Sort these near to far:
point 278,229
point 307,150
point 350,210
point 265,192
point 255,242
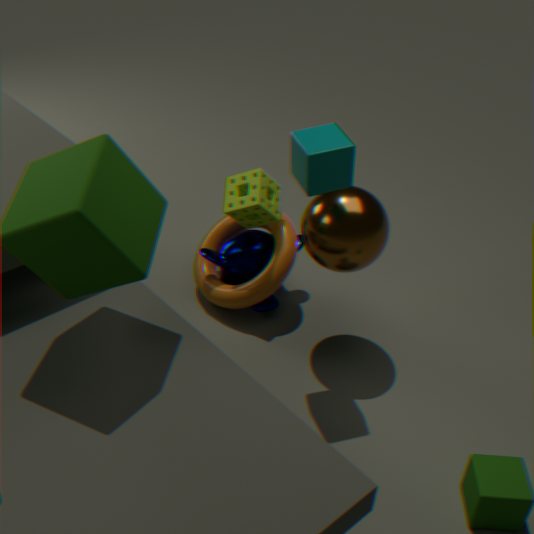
1. point 307,150
2. point 350,210
3. point 265,192
4. point 278,229
5. point 255,242
